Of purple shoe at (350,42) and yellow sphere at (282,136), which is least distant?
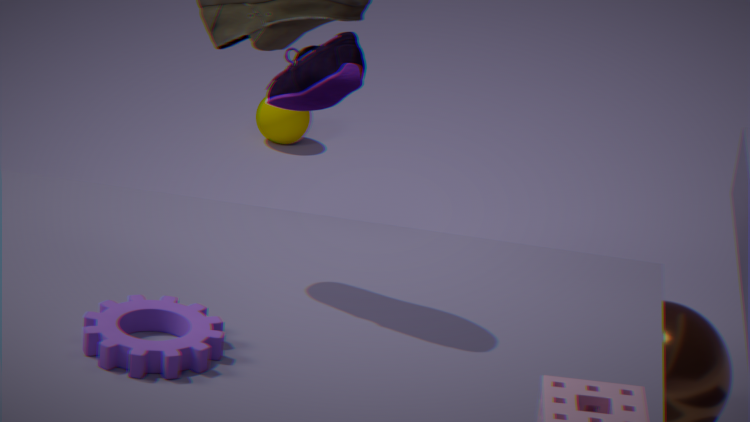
purple shoe at (350,42)
